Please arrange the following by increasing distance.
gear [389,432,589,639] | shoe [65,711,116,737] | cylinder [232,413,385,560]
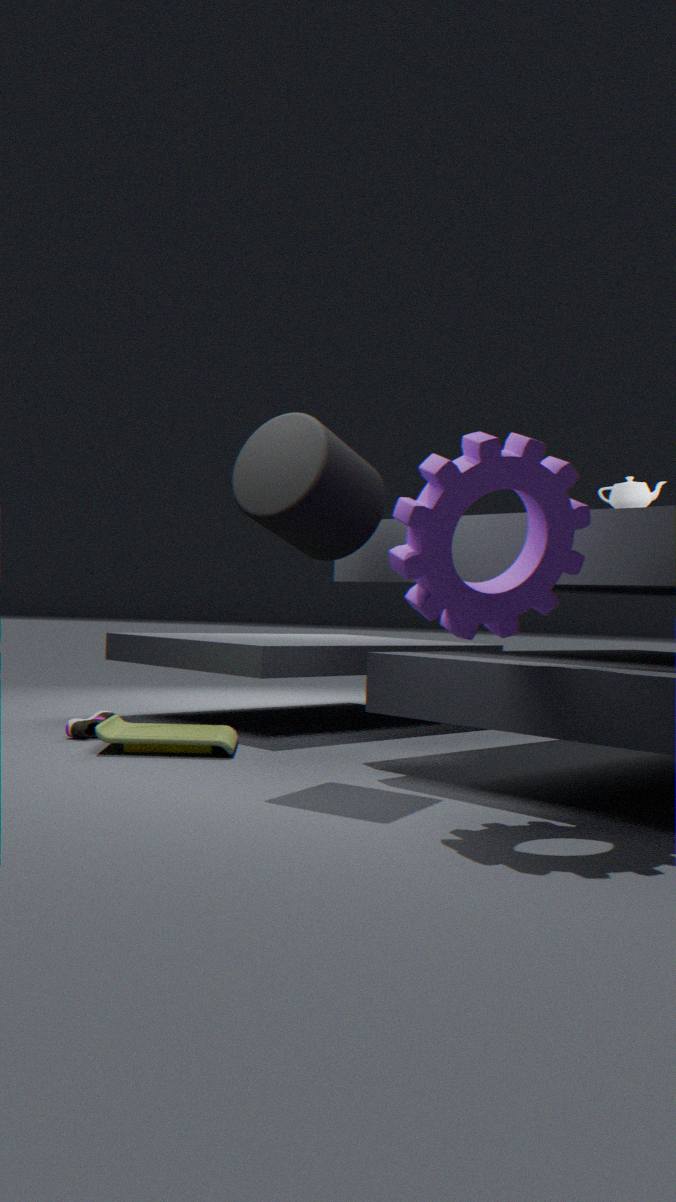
gear [389,432,589,639] → cylinder [232,413,385,560] → shoe [65,711,116,737]
